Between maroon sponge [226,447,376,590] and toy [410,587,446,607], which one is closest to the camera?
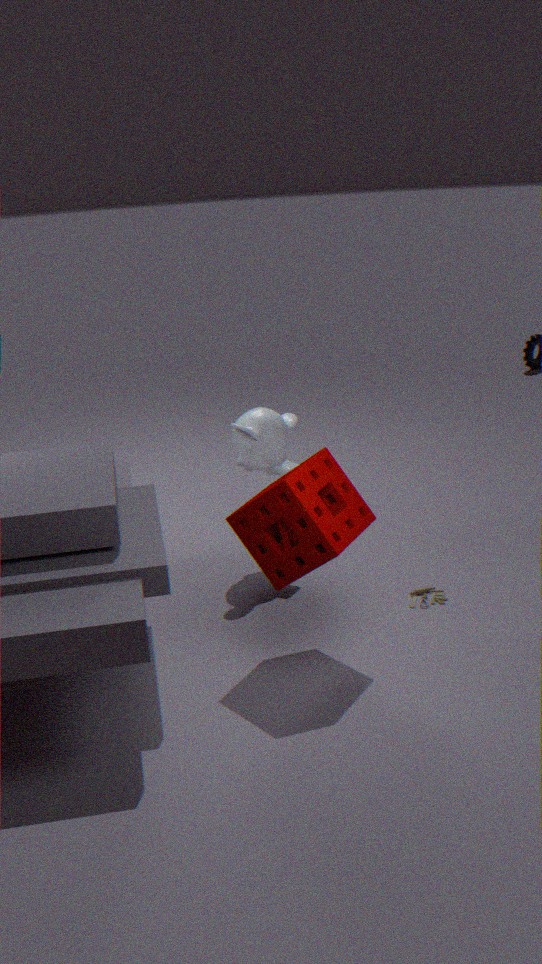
maroon sponge [226,447,376,590]
